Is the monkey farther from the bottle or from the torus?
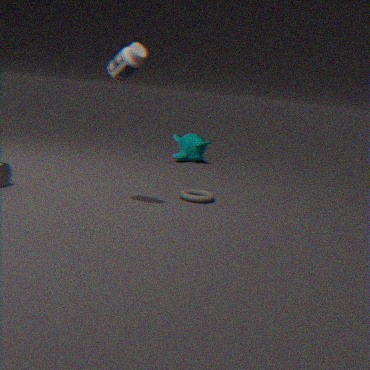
the bottle
